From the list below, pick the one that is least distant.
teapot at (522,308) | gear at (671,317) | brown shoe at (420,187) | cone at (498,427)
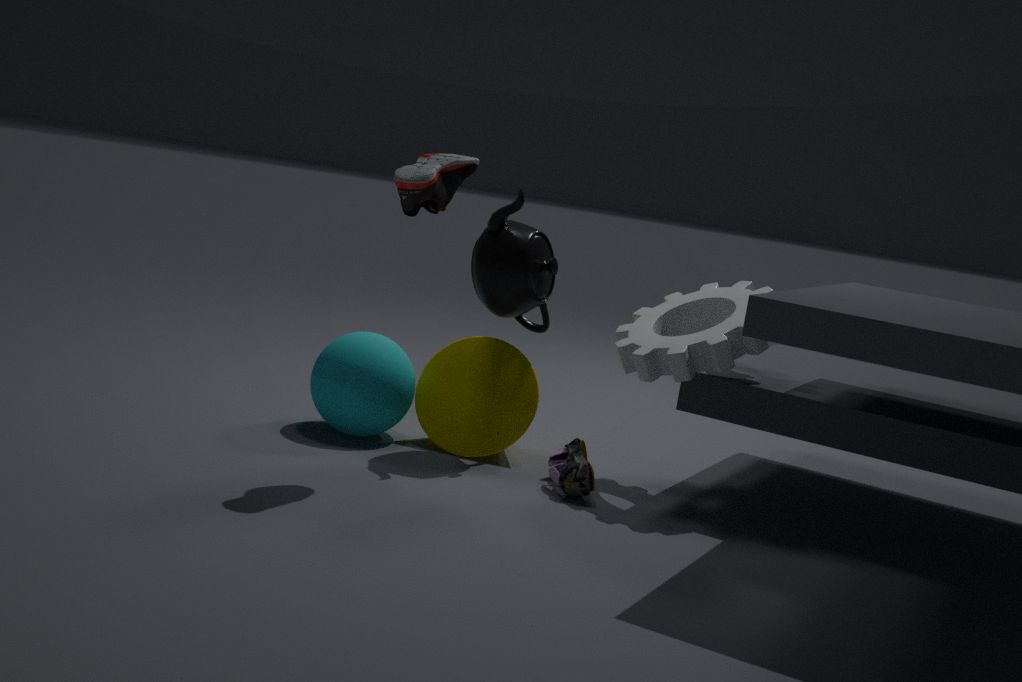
brown shoe at (420,187)
